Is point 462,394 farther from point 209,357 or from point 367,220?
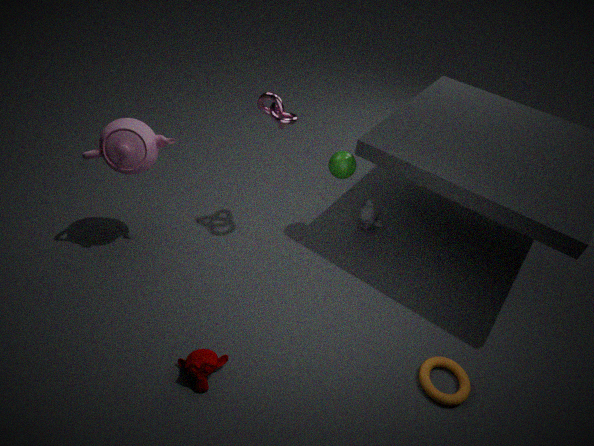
point 209,357
